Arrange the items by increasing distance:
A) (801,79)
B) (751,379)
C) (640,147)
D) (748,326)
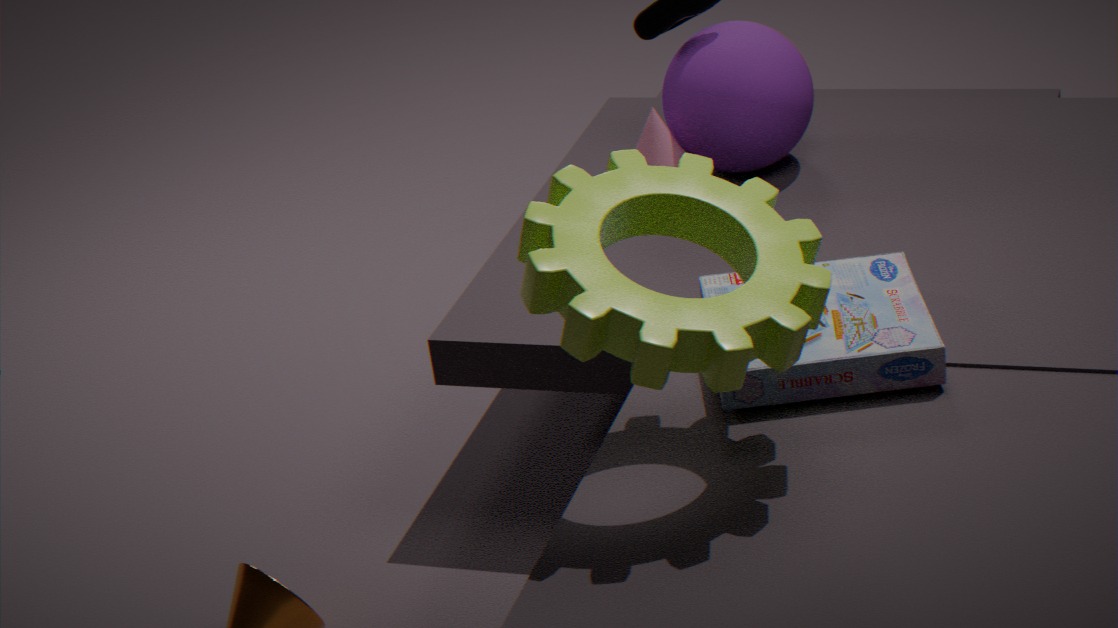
(748,326) < (751,379) < (801,79) < (640,147)
